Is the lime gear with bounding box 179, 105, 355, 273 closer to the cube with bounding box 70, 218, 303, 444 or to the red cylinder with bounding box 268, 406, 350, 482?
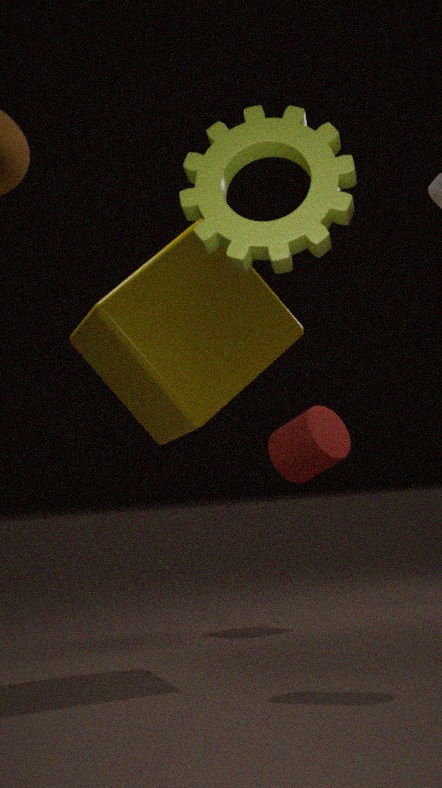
the cube with bounding box 70, 218, 303, 444
